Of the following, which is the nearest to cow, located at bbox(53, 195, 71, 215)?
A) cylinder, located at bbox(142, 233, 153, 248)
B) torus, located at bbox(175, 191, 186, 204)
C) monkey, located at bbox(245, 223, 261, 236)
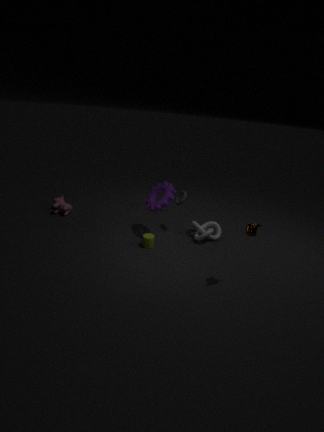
cylinder, located at bbox(142, 233, 153, 248)
